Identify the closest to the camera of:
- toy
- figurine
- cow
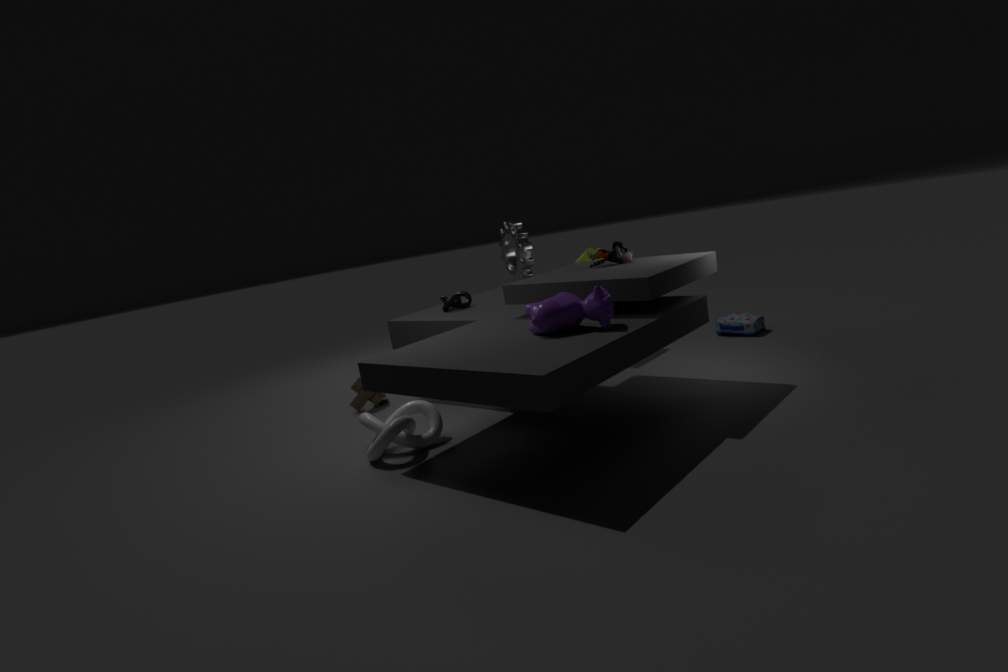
cow
